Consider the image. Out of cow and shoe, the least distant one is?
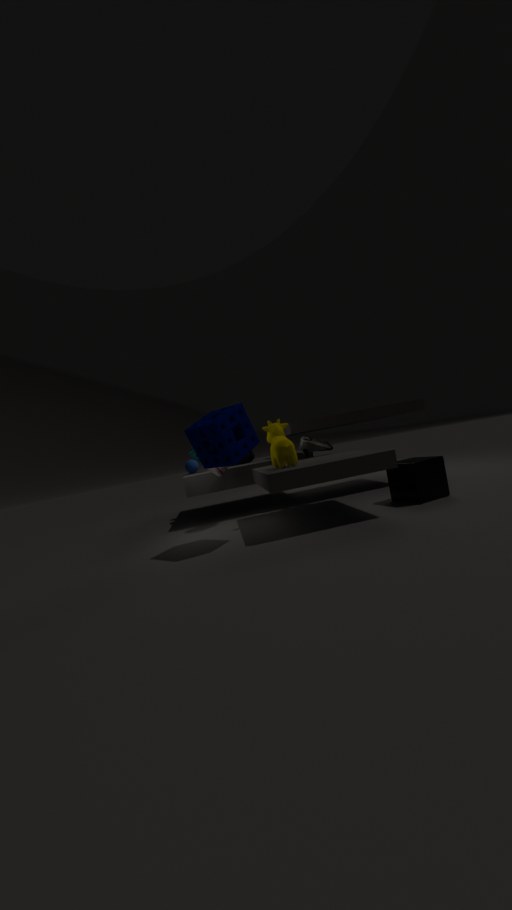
cow
